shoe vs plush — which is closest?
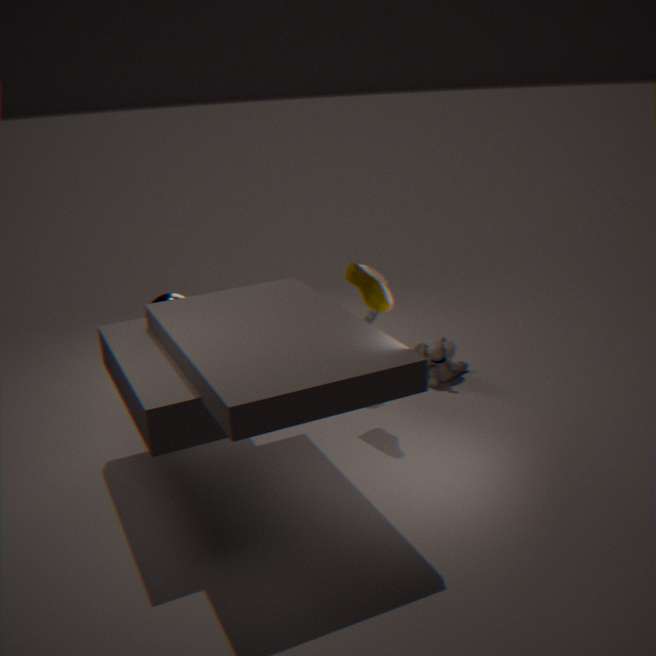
shoe
